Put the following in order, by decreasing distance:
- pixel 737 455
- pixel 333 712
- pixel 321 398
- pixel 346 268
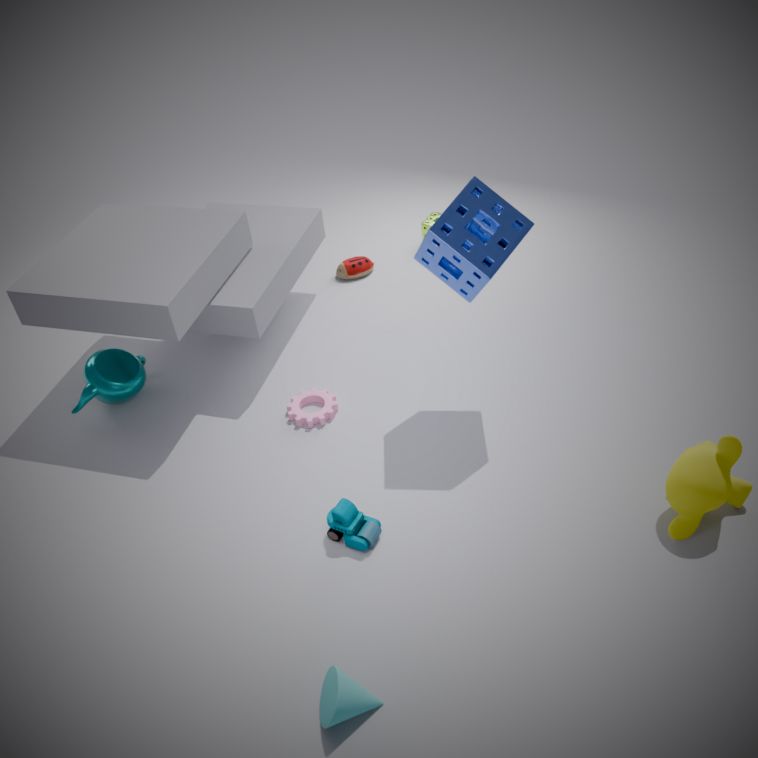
pixel 346 268
pixel 321 398
pixel 737 455
pixel 333 712
